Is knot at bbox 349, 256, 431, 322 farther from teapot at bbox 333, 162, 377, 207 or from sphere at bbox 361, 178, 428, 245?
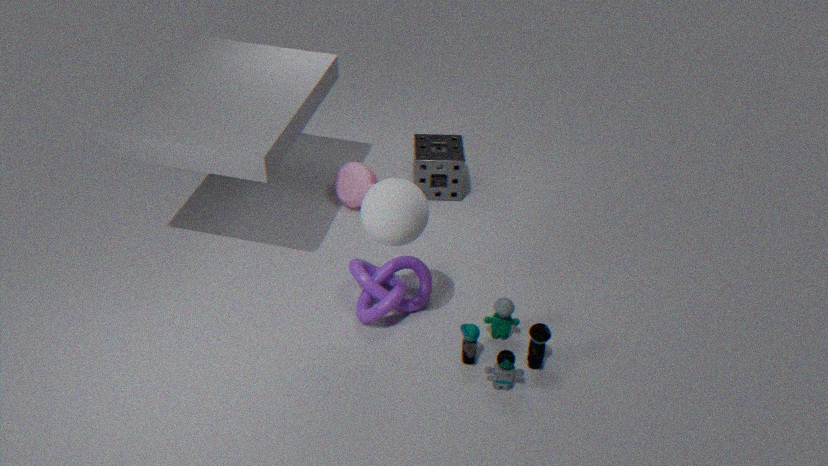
teapot at bbox 333, 162, 377, 207
